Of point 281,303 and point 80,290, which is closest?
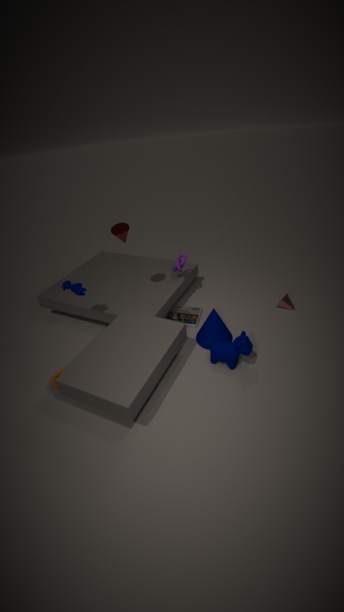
point 80,290
